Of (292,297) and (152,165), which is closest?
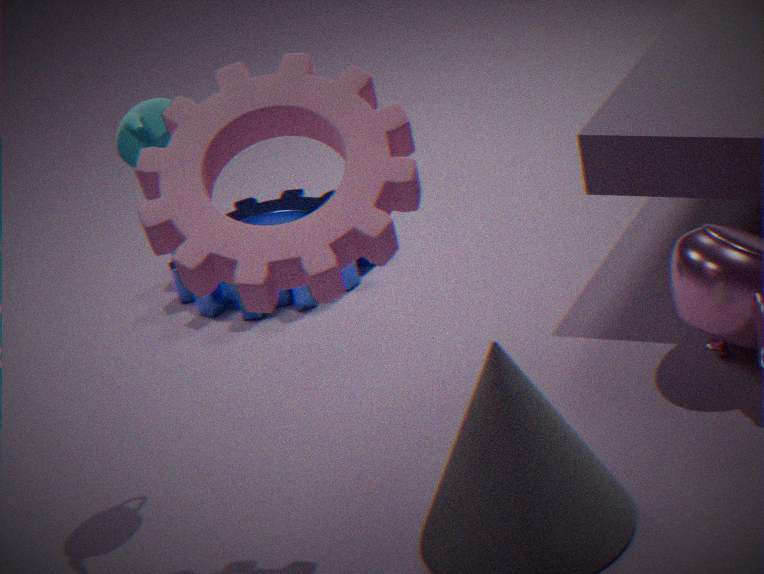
(152,165)
